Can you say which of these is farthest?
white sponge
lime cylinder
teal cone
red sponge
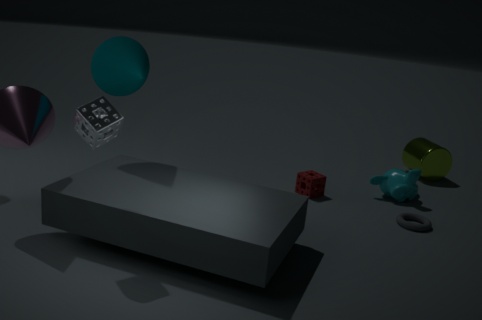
lime cylinder
